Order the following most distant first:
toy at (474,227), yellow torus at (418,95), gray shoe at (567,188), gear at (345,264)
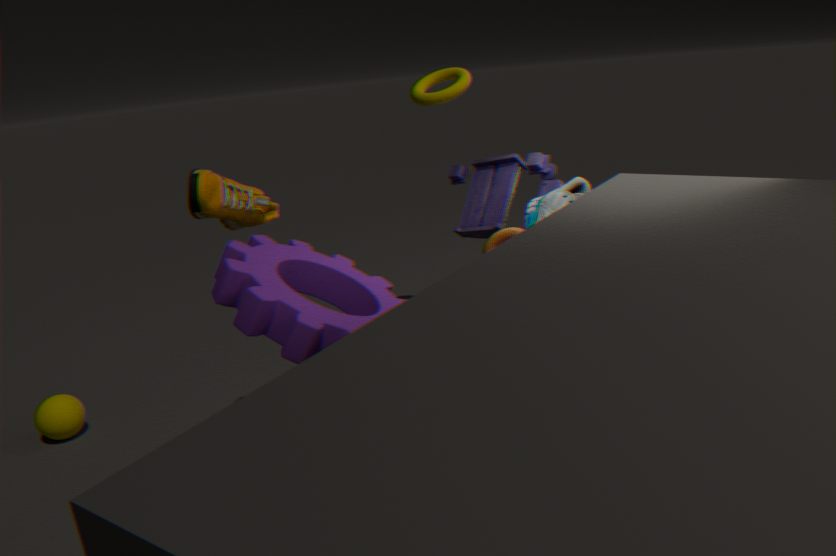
yellow torus at (418,95), toy at (474,227), gray shoe at (567,188), gear at (345,264)
